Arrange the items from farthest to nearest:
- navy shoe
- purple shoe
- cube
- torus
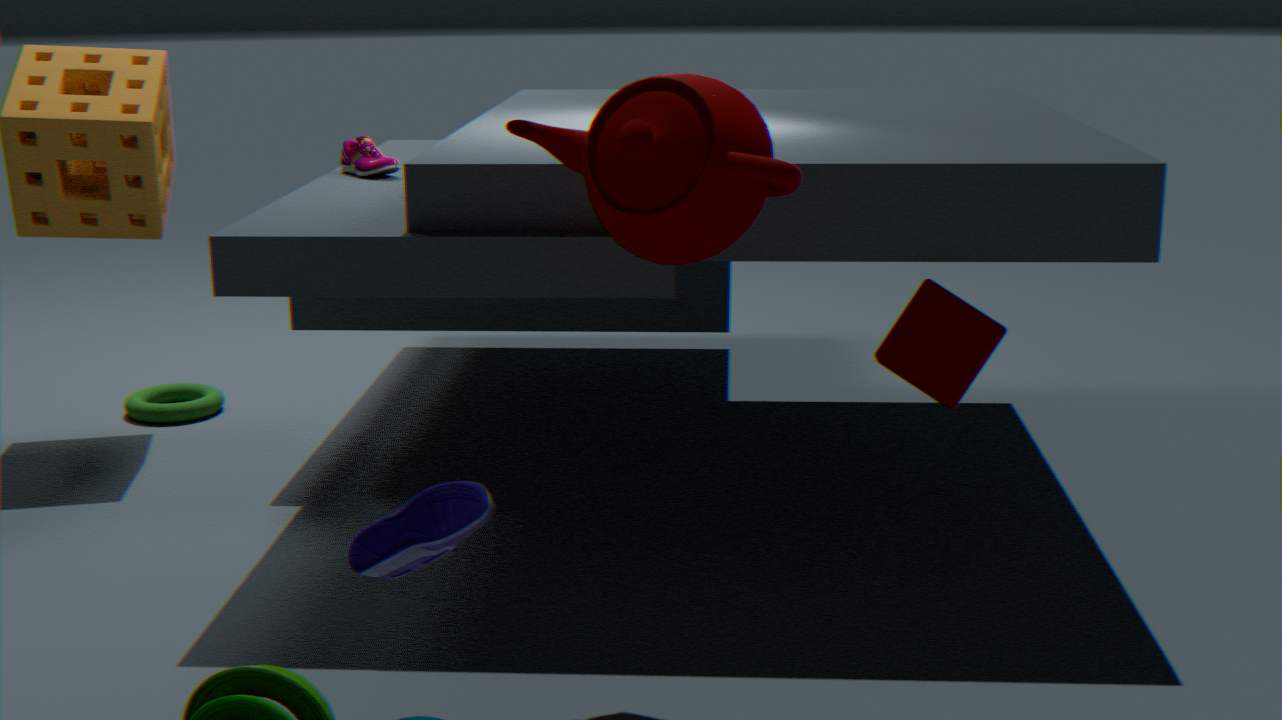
torus
purple shoe
cube
navy shoe
